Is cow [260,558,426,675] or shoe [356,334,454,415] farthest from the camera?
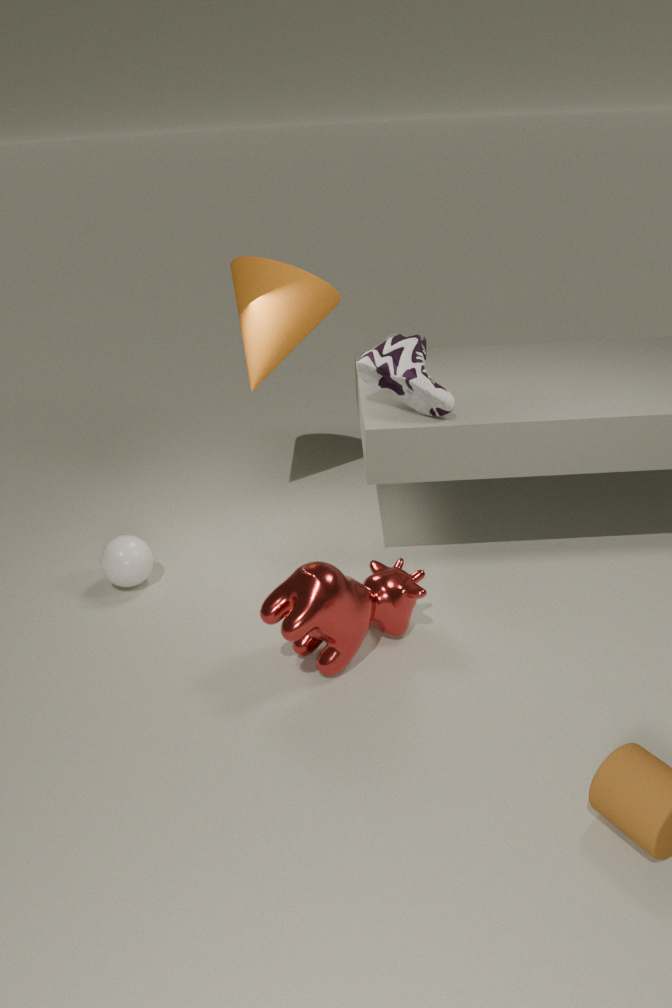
shoe [356,334,454,415]
